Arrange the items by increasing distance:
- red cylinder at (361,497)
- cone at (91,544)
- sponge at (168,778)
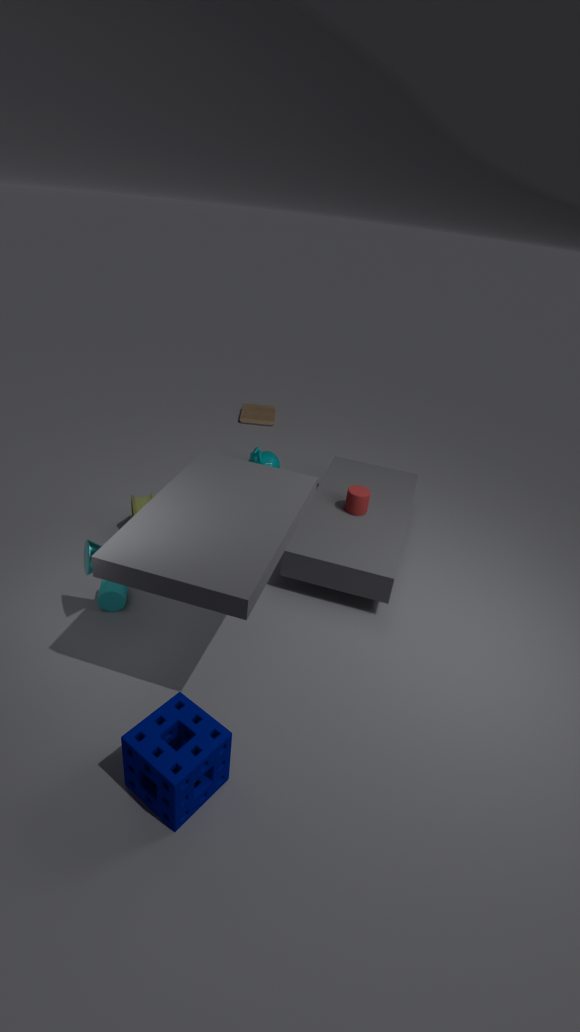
sponge at (168,778) < cone at (91,544) < red cylinder at (361,497)
